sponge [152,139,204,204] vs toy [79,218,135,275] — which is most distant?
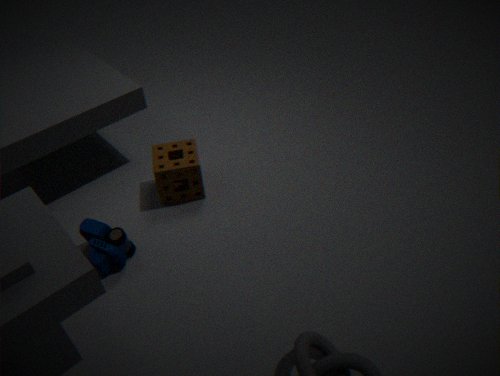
sponge [152,139,204,204]
